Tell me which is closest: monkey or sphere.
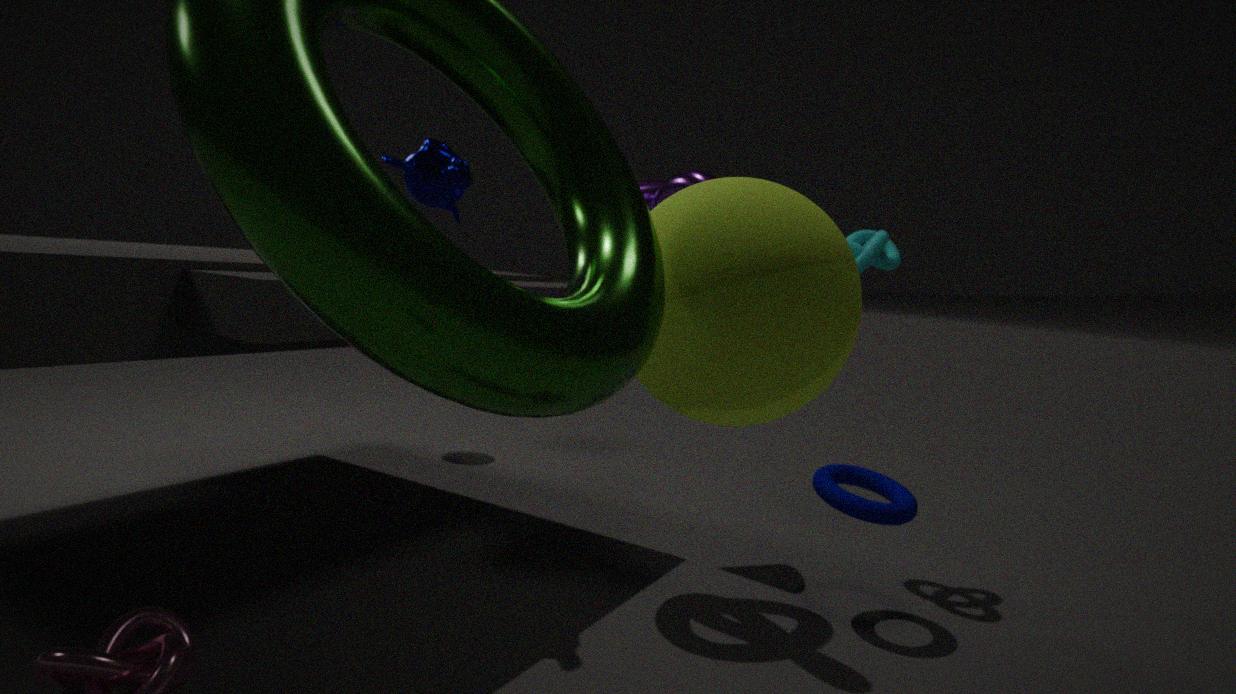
sphere
